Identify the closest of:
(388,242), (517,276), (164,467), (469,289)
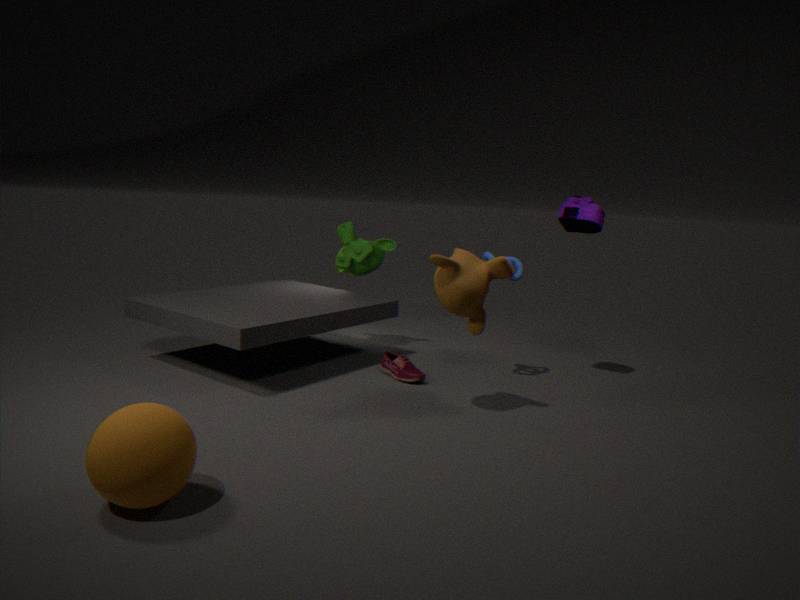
(164,467)
